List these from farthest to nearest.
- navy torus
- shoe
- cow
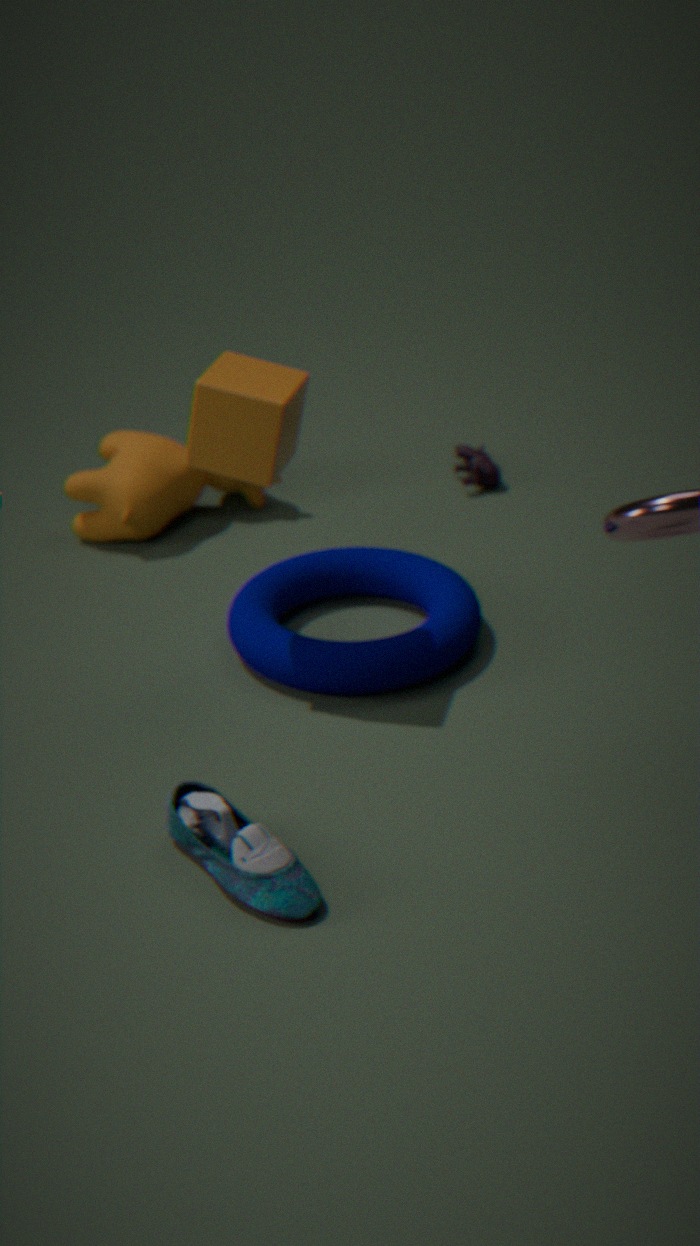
cow < navy torus < shoe
